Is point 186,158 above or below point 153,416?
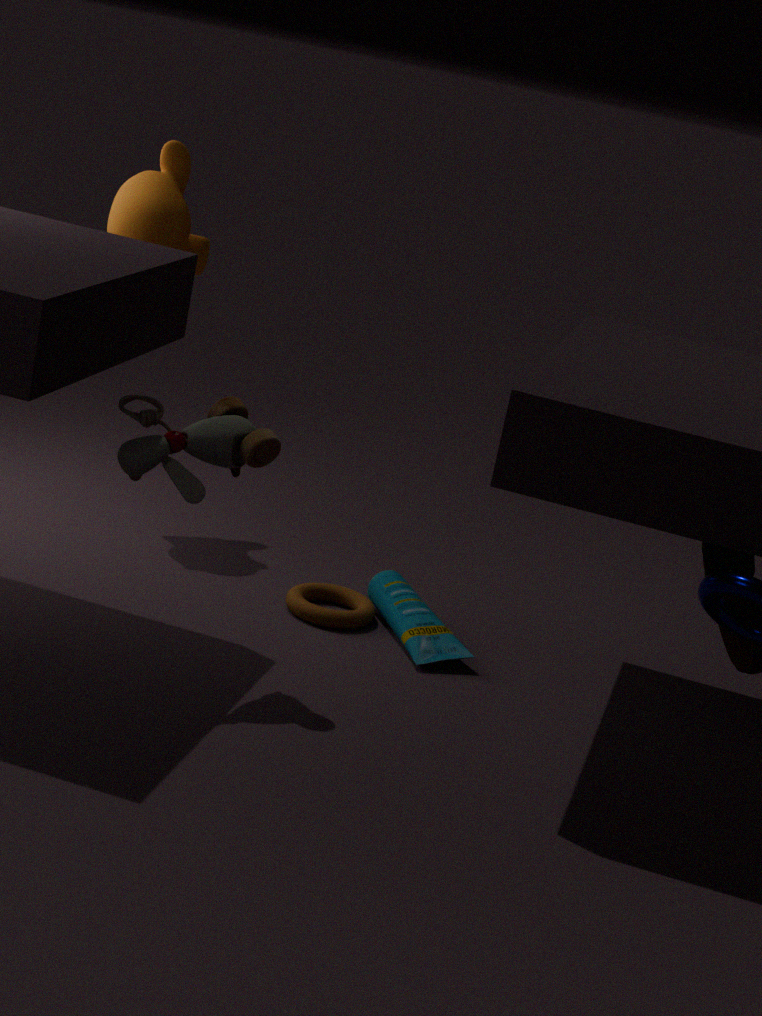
above
